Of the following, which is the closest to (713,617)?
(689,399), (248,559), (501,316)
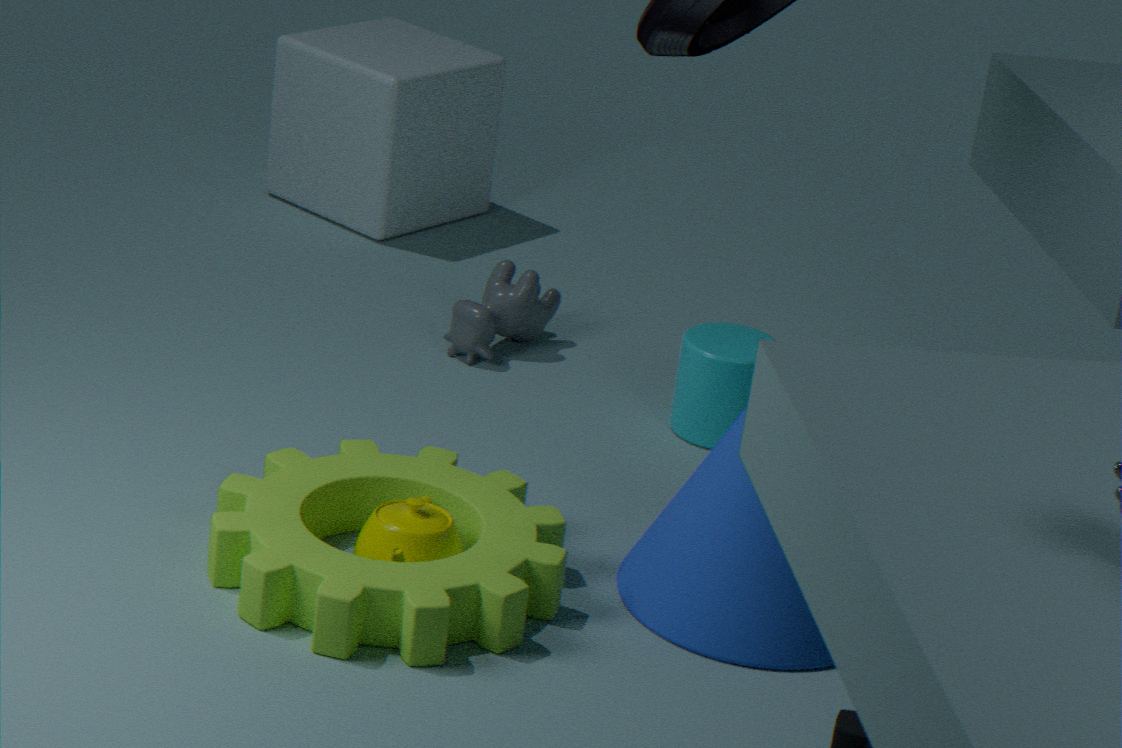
(248,559)
